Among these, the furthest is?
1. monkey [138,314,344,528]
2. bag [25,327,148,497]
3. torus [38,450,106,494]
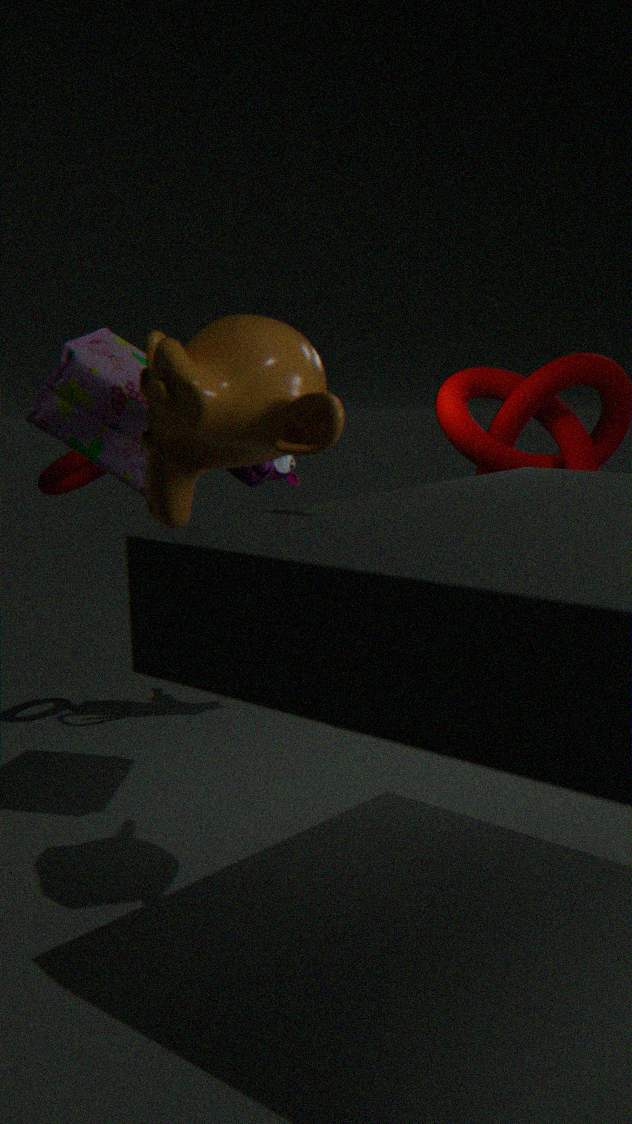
torus [38,450,106,494]
